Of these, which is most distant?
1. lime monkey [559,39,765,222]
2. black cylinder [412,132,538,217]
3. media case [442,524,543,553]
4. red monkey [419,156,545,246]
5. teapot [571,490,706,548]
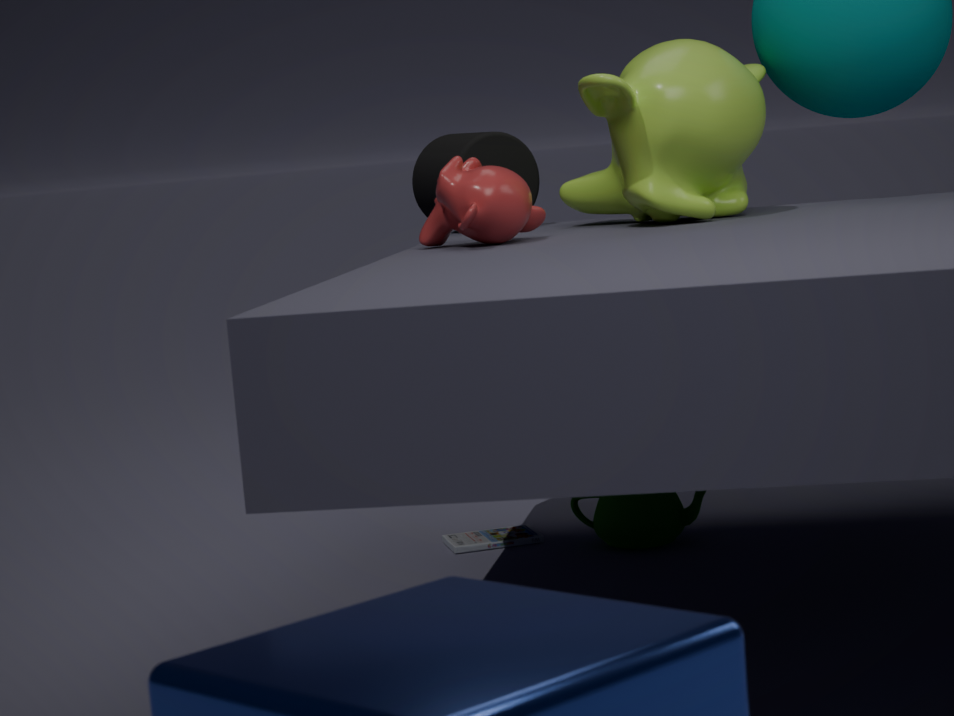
media case [442,524,543,553]
